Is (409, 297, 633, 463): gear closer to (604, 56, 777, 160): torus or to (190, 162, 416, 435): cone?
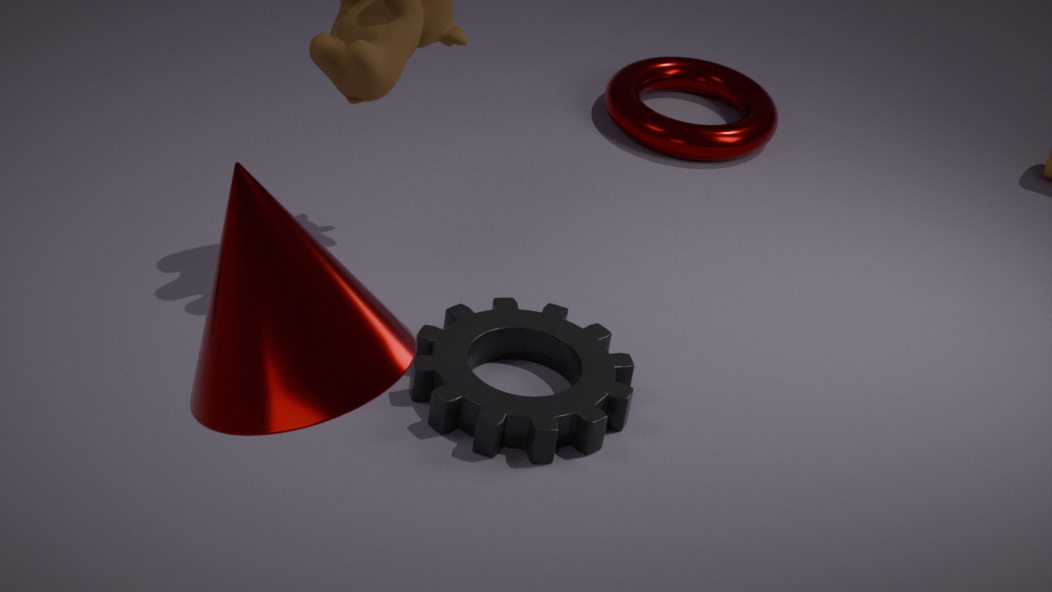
(190, 162, 416, 435): cone
